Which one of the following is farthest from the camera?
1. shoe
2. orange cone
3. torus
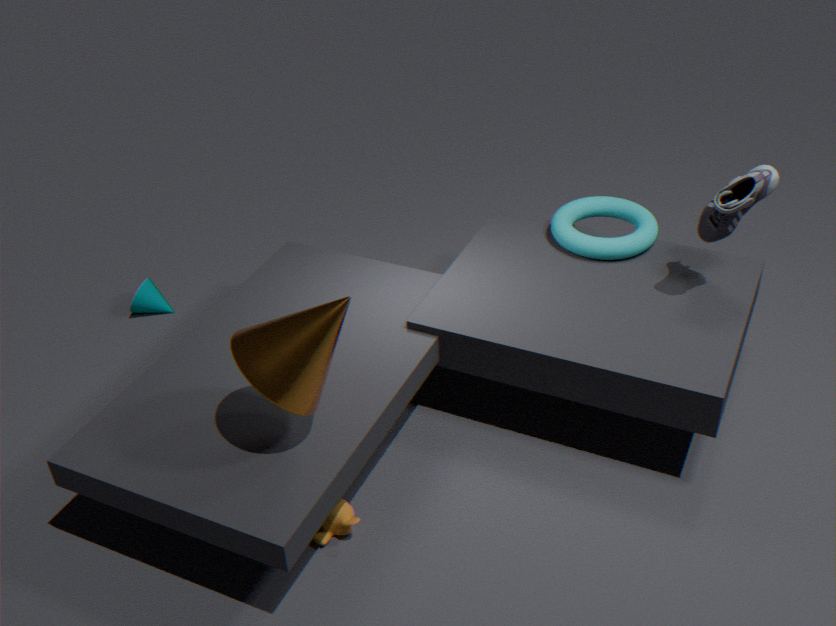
torus
